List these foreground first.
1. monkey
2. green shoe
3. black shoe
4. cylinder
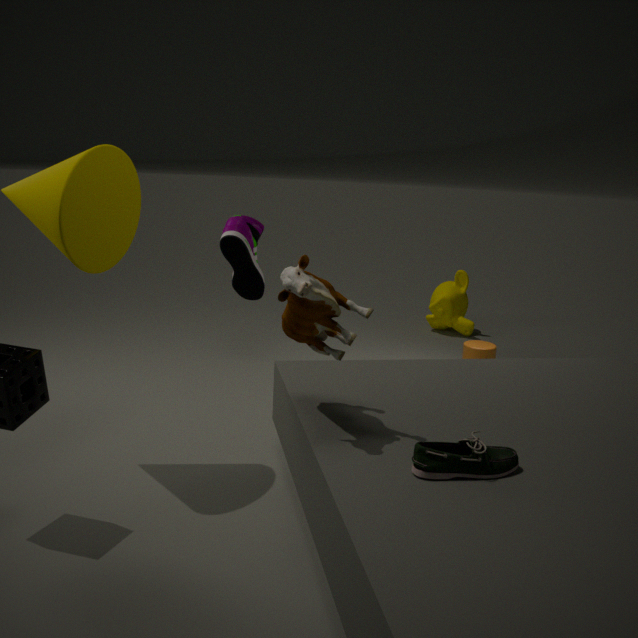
green shoe, black shoe, cylinder, monkey
